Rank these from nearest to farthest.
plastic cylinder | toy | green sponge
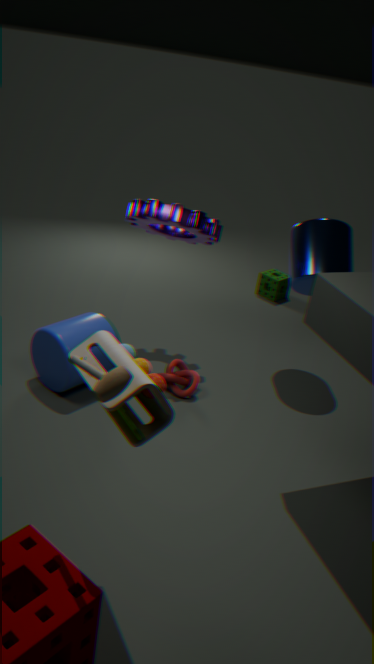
toy, plastic cylinder, green sponge
